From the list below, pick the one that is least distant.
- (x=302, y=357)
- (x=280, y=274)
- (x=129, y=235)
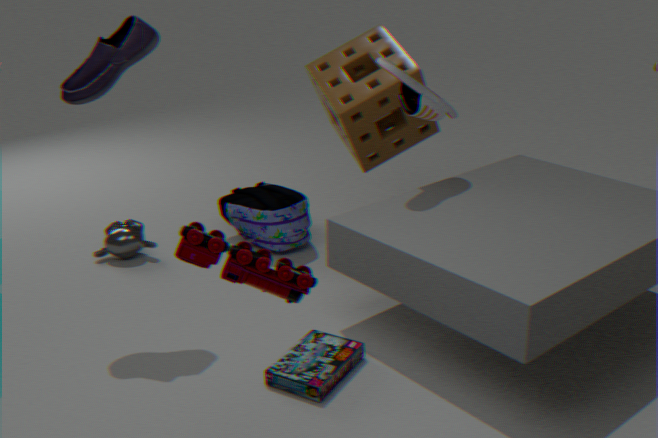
(x=280, y=274)
